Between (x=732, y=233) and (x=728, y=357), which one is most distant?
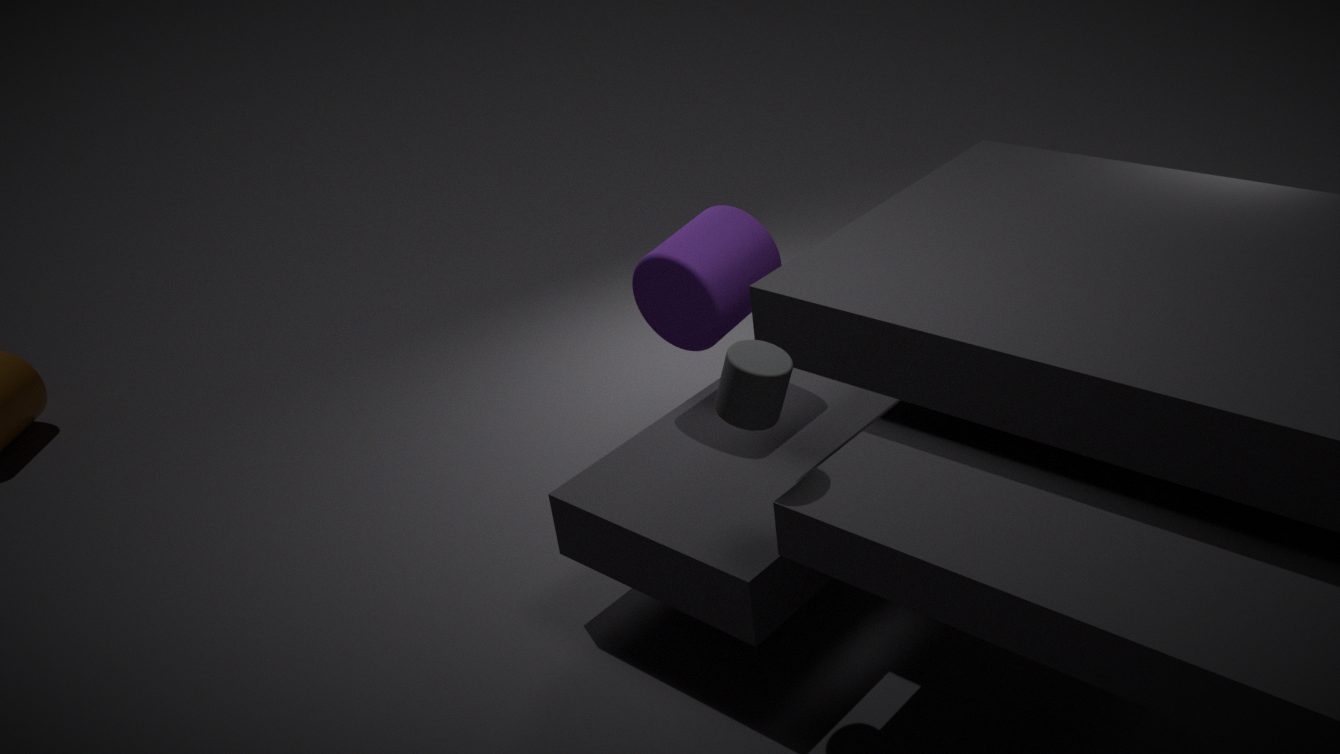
(x=732, y=233)
